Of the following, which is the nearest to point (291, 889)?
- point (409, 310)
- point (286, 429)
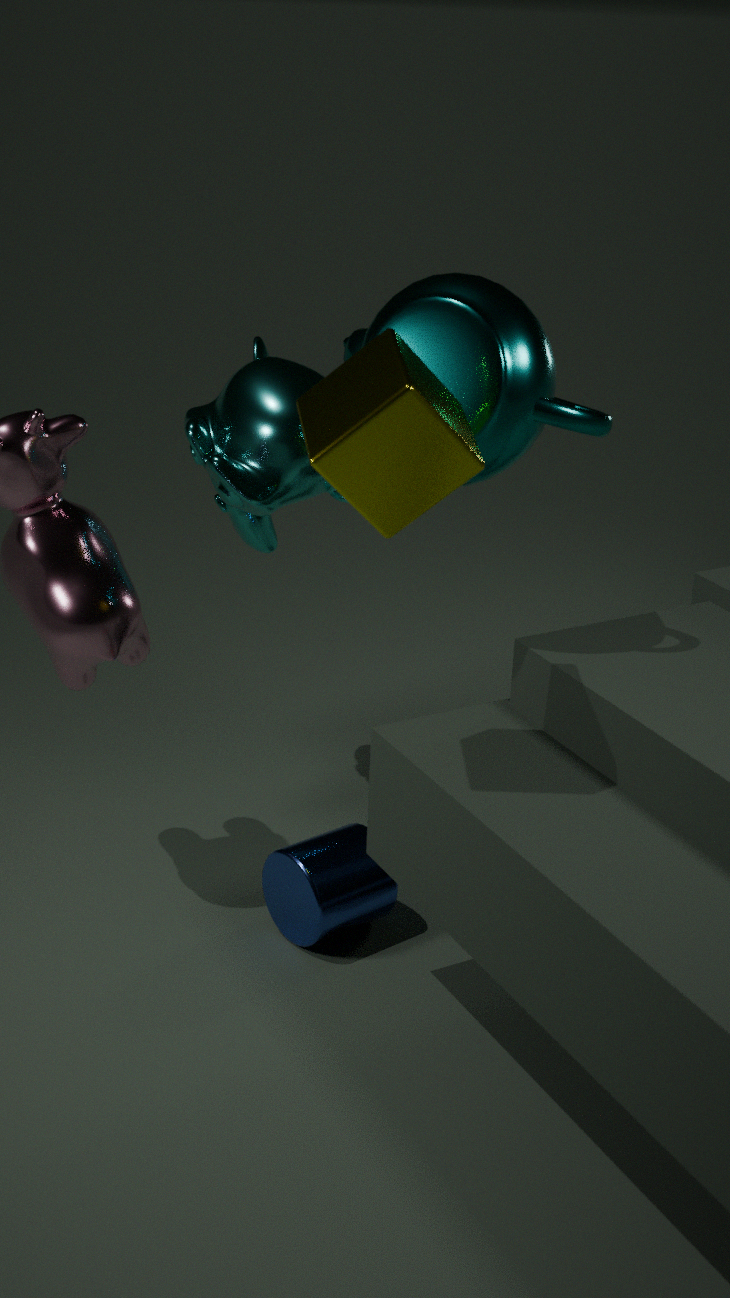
point (286, 429)
